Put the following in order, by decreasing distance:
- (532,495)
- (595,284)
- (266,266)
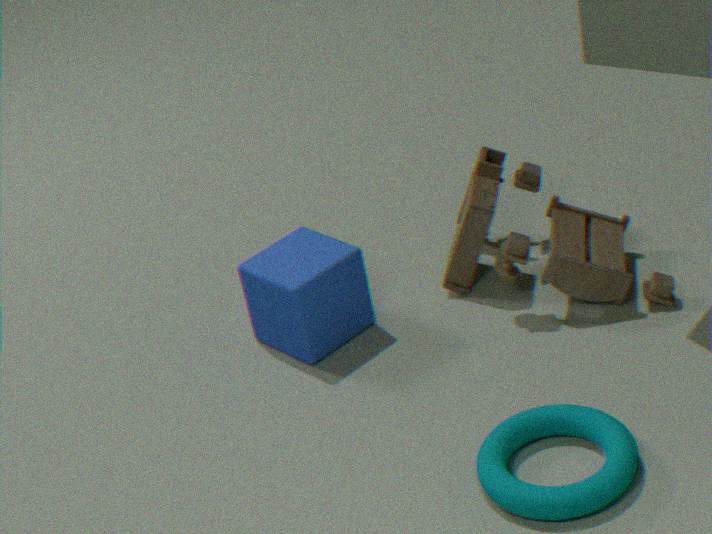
(266,266) < (595,284) < (532,495)
